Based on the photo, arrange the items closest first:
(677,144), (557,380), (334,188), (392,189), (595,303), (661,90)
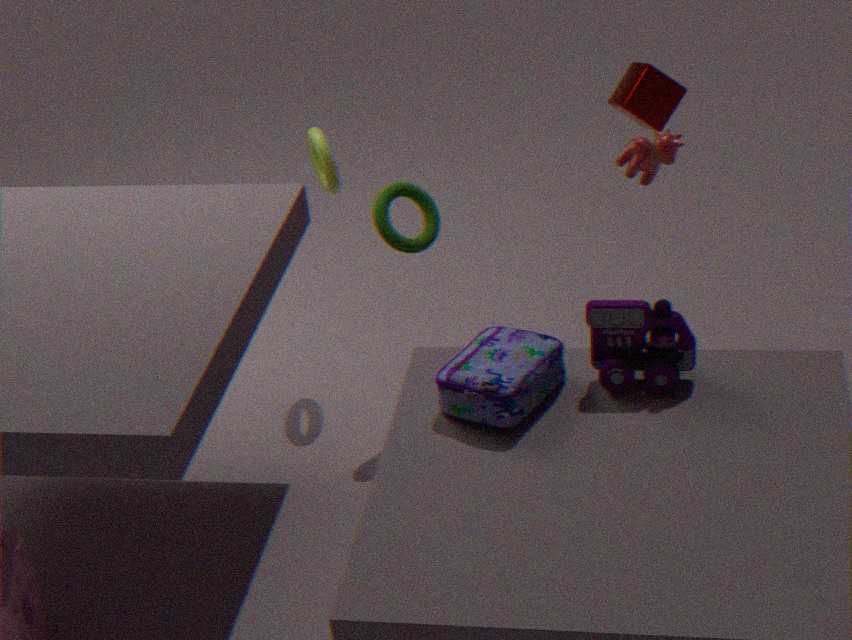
(595,303) → (557,380) → (677,144) → (661,90) → (392,189) → (334,188)
